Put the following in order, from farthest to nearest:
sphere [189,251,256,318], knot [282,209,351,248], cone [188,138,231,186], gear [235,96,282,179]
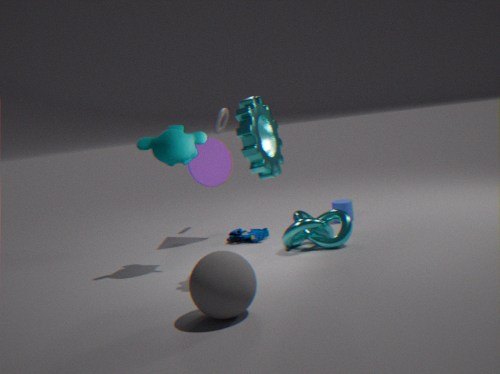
cone [188,138,231,186]
knot [282,209,351,248]
gear [235,96,282,179]
sphere [189,251,256,318]
